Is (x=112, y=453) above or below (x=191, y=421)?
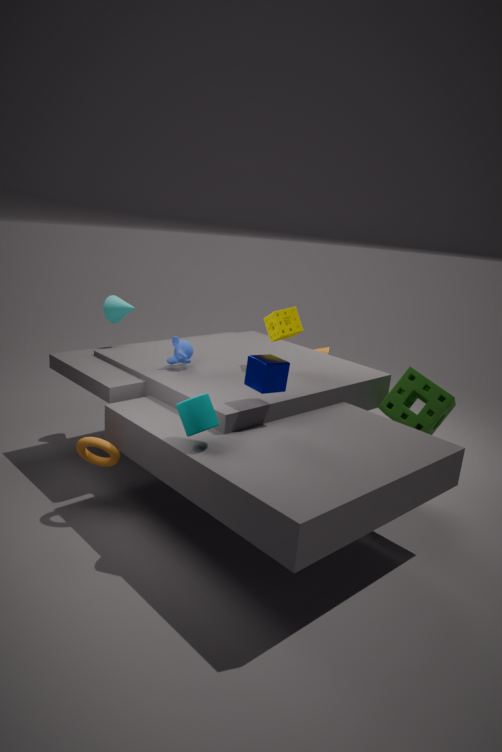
below
